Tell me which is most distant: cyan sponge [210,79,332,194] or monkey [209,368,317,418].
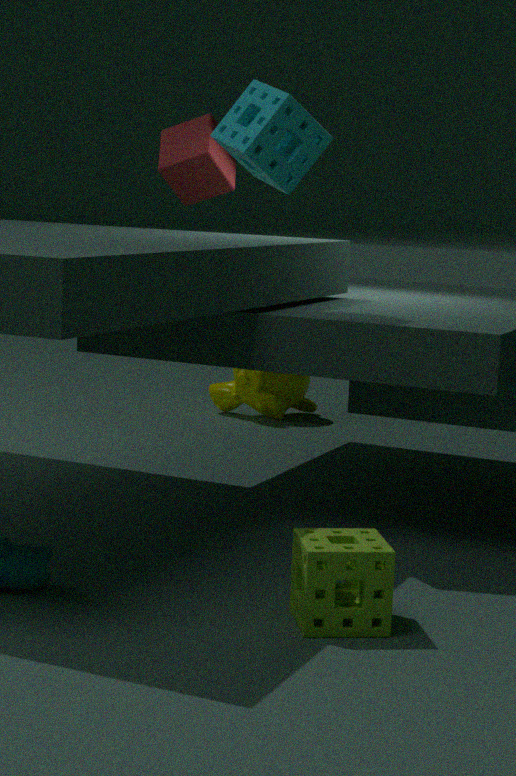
monkey [209,368,317,418]
